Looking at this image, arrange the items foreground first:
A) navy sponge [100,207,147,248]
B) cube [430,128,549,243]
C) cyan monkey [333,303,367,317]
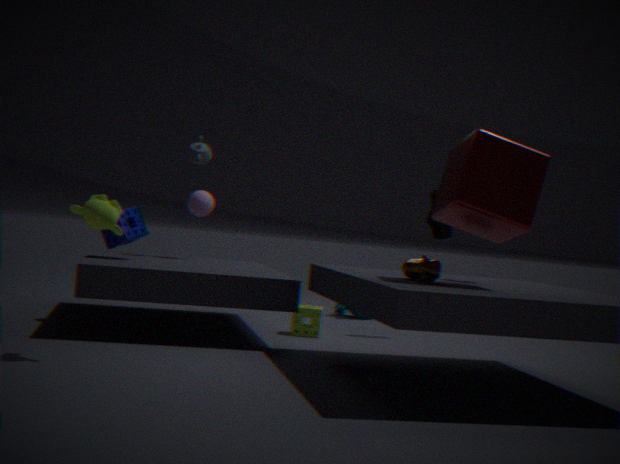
cube [430,128,549,243] < navy sponge [100,207,147,248] < cyan monkey [333,303,367,317]
